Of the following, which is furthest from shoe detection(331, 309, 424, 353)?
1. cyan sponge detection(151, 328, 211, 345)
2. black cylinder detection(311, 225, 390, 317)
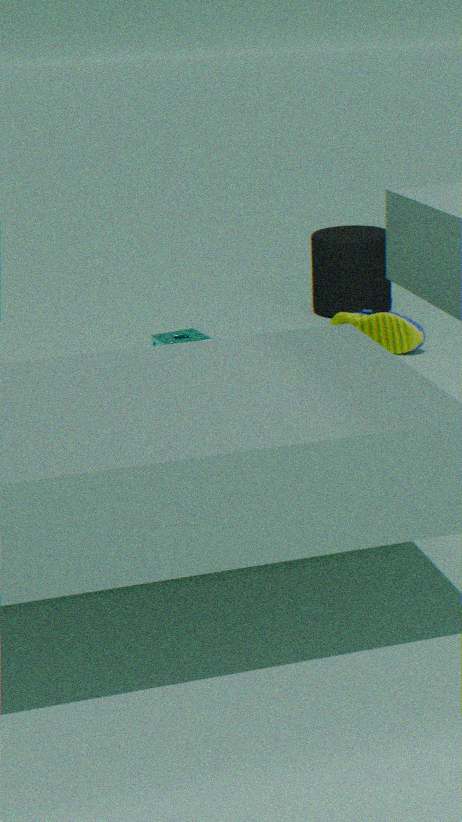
cyan sponge detection(151, 328, 211, 345)
